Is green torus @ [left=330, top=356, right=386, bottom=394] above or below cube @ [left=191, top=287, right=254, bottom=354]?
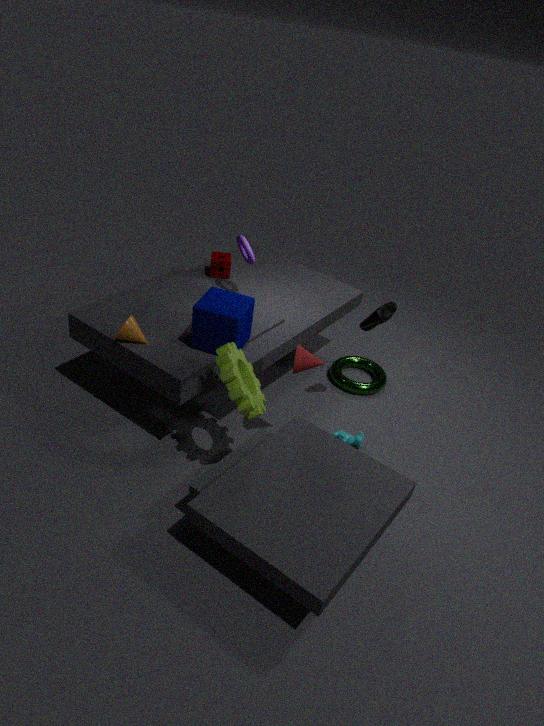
below
